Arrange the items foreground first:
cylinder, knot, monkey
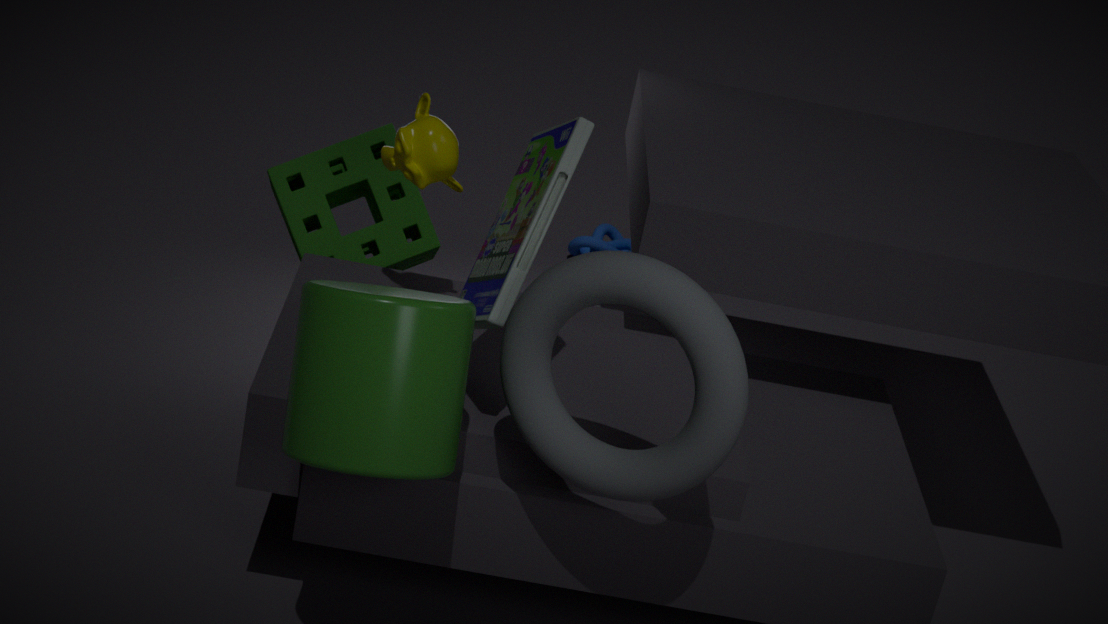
cylinder → monkey → knot
